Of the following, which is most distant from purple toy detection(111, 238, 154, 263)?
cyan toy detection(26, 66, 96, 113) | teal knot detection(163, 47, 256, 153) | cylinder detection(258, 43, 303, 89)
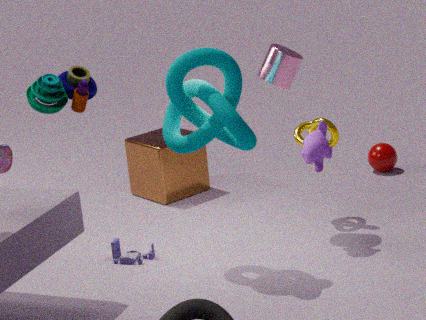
cyan toy detection(26, 66, 96, 113)
